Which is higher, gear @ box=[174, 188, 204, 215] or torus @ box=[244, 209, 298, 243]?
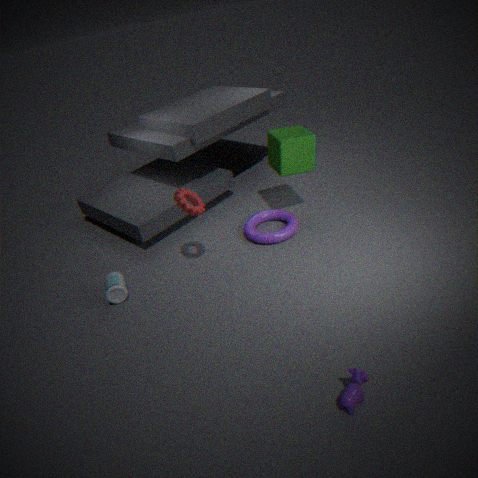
gear @ box=[174, 188, 204, 215]
